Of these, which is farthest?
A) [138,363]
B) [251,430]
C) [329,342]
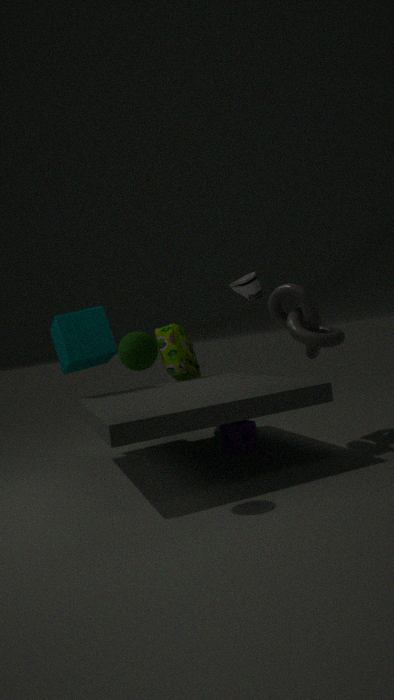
[251,430]
